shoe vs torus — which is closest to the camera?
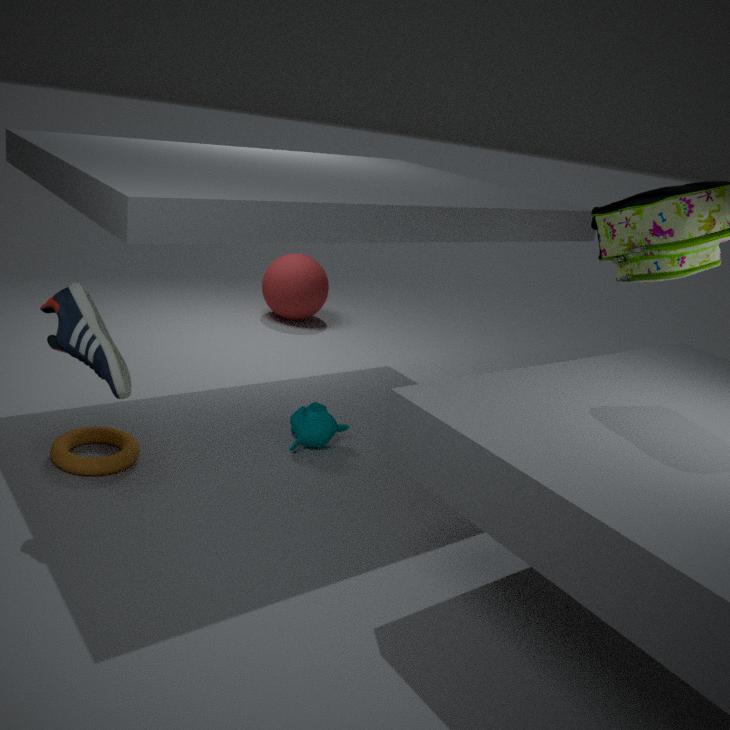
shoe
